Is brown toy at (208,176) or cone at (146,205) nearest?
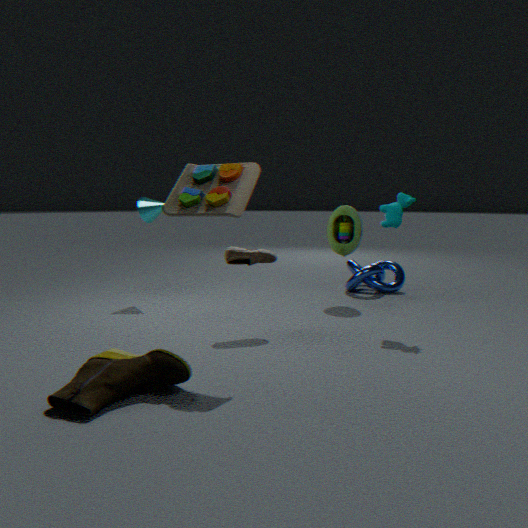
brown toy at (208,176)
